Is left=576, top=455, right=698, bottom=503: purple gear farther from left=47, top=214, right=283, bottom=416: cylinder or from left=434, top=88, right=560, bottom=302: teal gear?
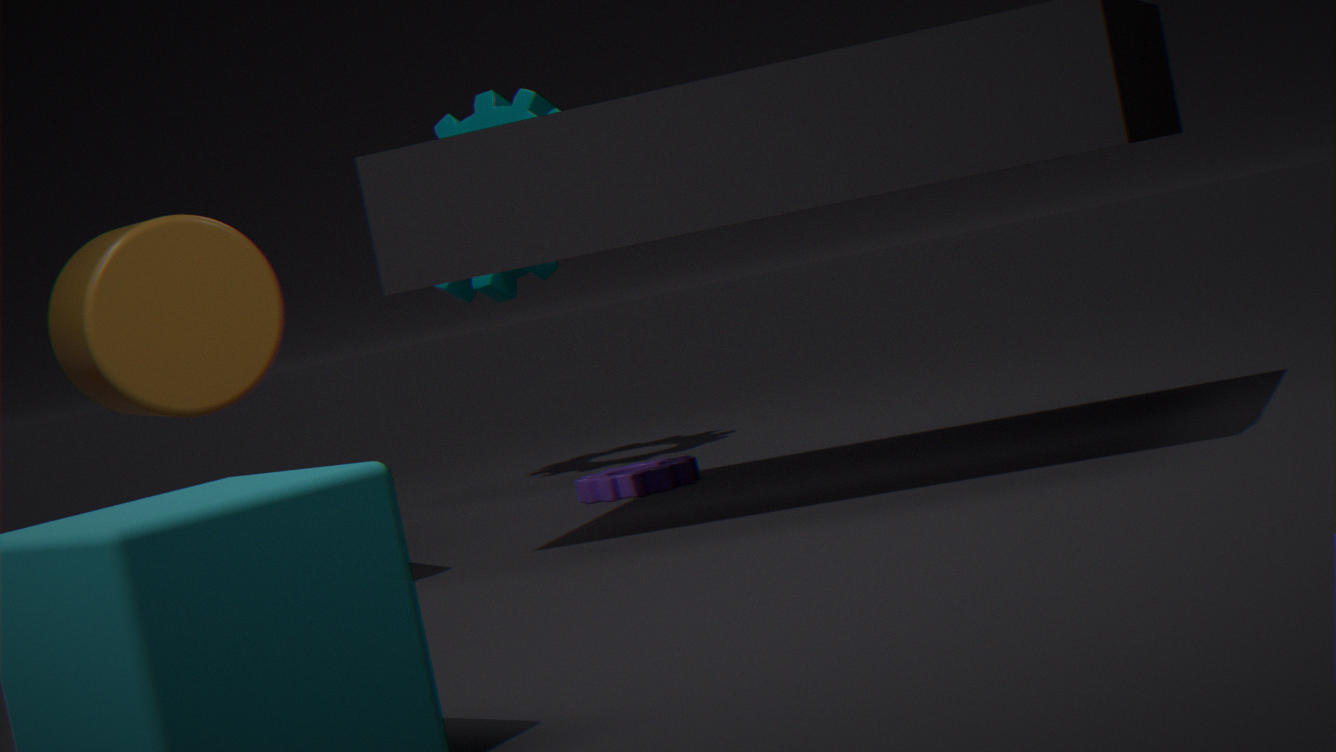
left=47, top=214, right=283, bottom=416: cylinder
